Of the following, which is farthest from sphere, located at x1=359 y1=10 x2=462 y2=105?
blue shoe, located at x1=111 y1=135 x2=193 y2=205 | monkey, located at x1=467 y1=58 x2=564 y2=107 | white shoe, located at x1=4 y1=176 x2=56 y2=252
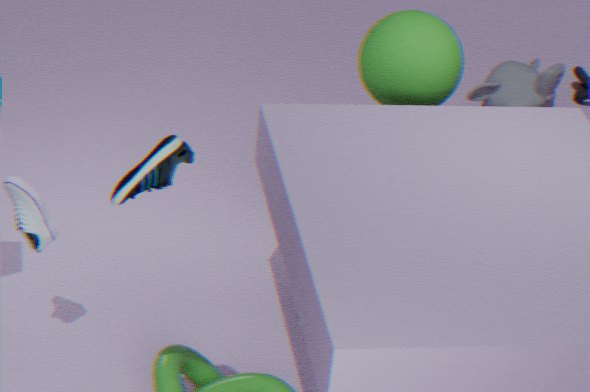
blue shoe, located at x1=111 y1=135 x2=193 y2=205
